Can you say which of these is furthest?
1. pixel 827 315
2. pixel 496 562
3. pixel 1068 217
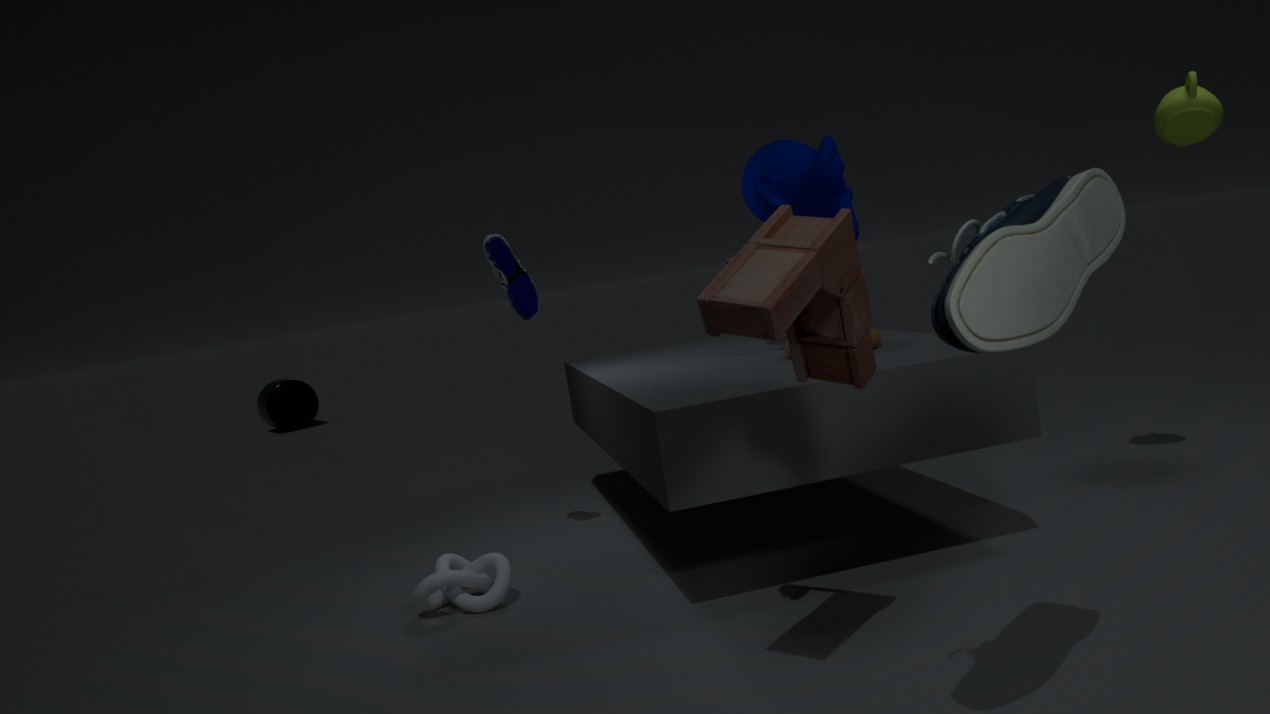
pixel 496 562
